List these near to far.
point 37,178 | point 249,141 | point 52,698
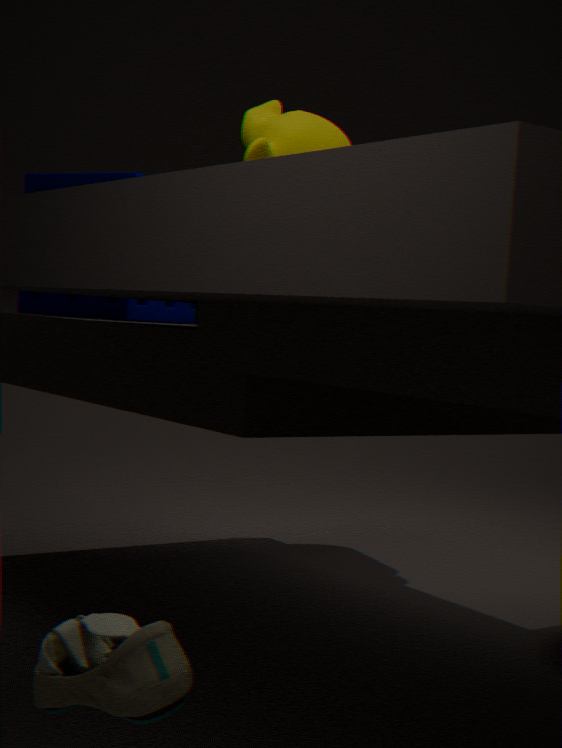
point 52,698 < point 249,141 < point 37,178
